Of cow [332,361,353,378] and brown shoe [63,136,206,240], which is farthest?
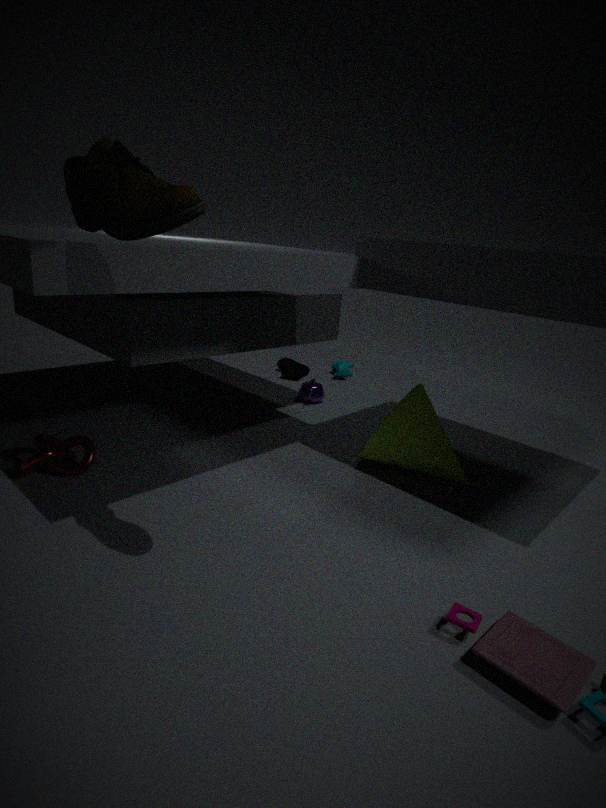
cow [332,361,353,378]
